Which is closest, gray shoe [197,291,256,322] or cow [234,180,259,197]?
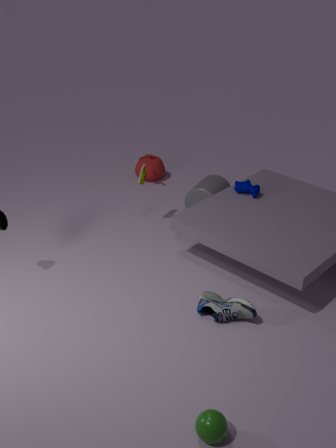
gray shoe [197,291,256,322]
